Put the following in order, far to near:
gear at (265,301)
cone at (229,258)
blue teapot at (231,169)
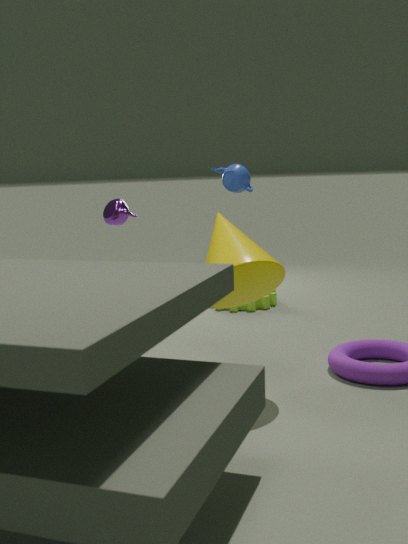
gear at (265,301)
blue teapot at (231,169)
cone at (229,258)
